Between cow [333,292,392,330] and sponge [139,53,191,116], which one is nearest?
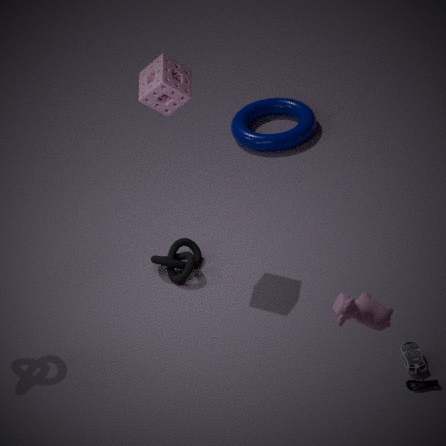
cow [333,292,392,330]
